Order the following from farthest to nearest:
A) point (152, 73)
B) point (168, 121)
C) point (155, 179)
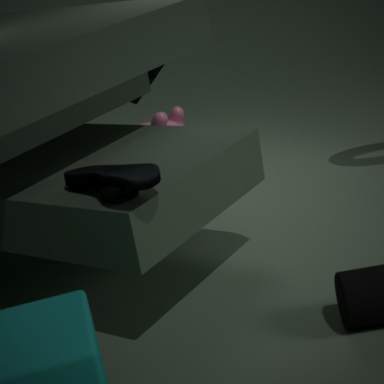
point (168, 121), point (152, 73), point (155, 179)
